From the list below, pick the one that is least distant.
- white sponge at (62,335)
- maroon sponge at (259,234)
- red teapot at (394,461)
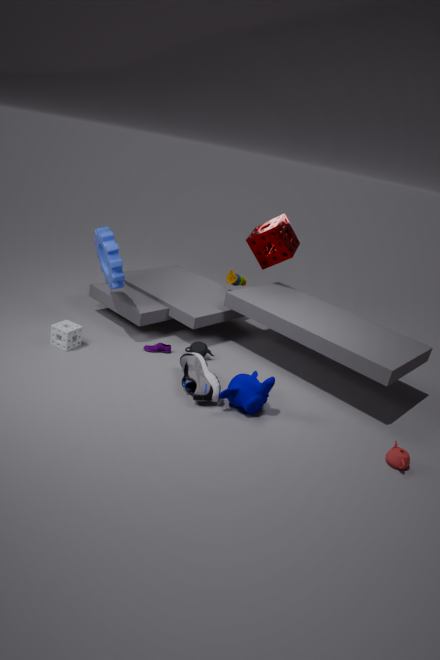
red teapot at (394,461)
